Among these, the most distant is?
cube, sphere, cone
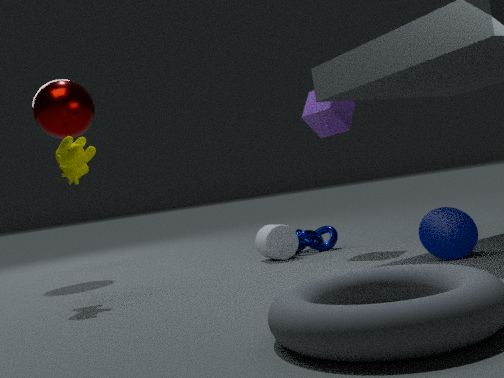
sphere
